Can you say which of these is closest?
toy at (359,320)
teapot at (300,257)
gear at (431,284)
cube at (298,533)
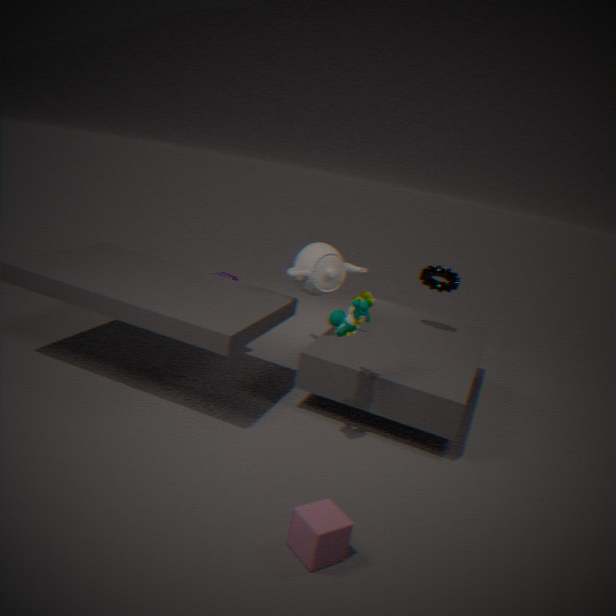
cube at (298,533)
